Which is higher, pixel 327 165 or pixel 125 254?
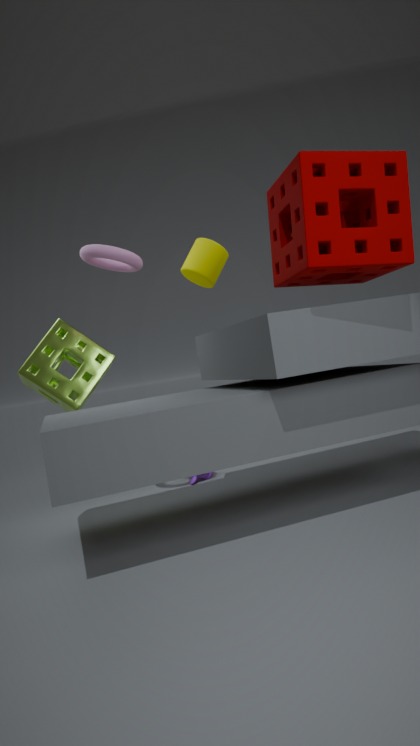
pixel 125 254
